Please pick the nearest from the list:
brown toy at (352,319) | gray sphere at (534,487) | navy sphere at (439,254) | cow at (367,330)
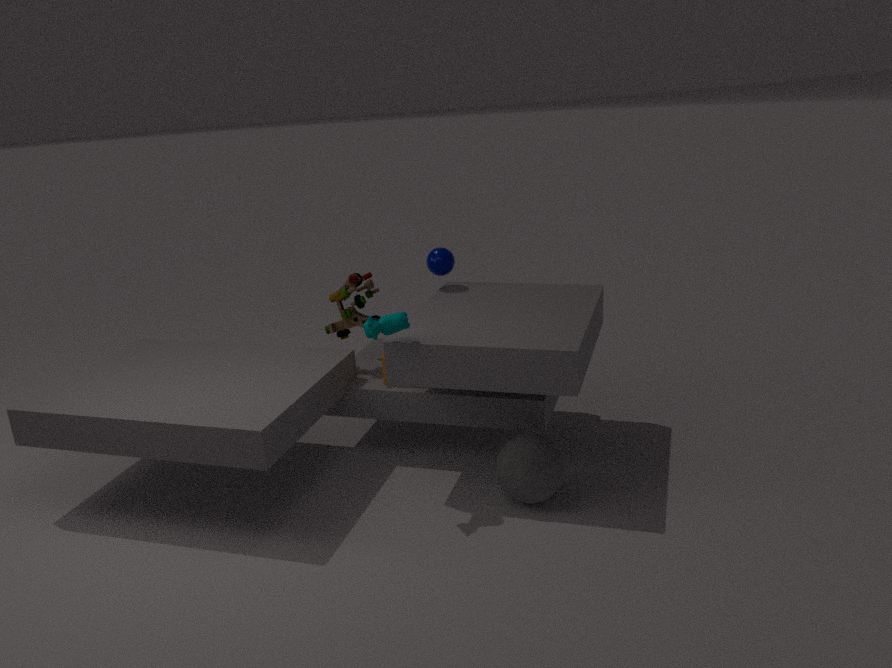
cow at (367,330)
